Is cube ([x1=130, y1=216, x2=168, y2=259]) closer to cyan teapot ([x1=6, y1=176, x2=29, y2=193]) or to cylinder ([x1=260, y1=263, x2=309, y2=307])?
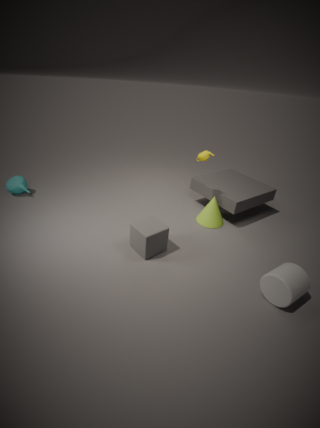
cylinder ([x1=260, y1=263, x2=309, y2=307])
